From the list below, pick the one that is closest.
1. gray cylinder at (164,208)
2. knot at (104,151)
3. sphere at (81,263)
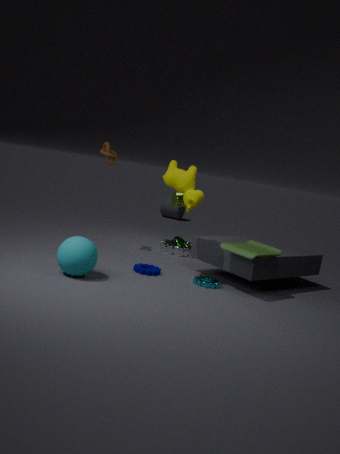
sphere at (81,263)
